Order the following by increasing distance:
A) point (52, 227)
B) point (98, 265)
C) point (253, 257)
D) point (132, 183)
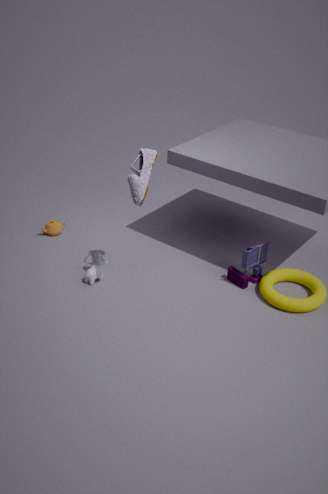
D. point (132, 183)
C. point (253, 257)
B. point (98, 265)
A. point (52, 227)
